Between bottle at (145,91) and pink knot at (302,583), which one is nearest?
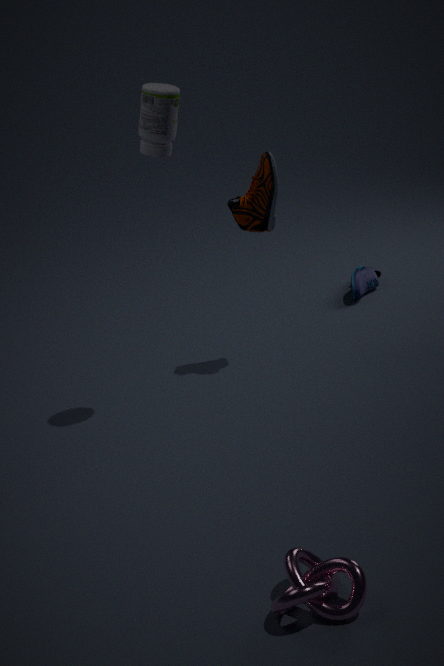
pink knot at (302,583)
